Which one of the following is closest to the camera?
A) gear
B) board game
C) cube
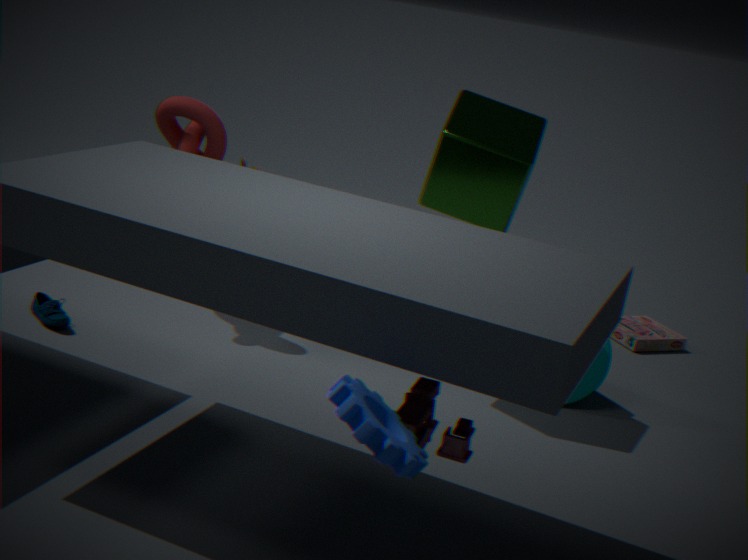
gear
